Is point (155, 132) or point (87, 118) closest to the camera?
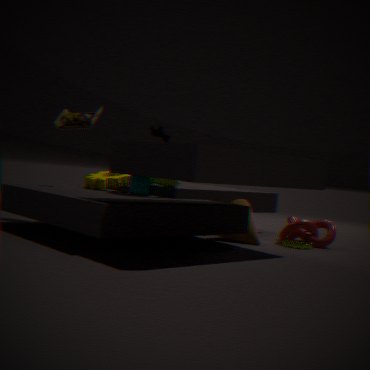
point (87, 118)
